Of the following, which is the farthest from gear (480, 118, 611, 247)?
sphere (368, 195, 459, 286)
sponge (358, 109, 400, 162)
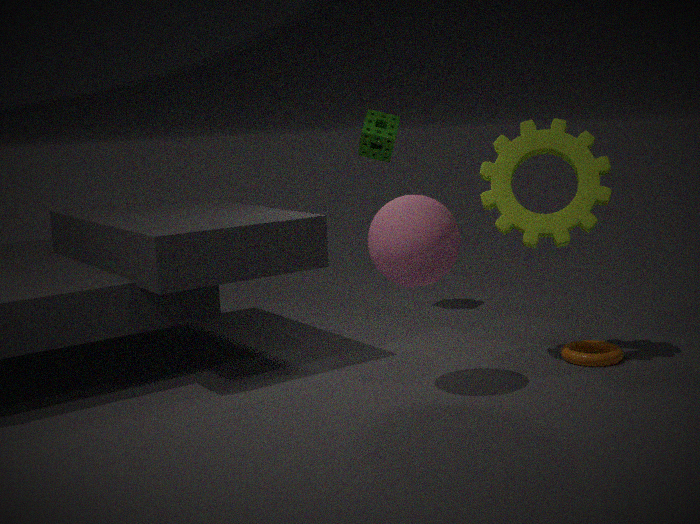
sponge (358, 109, 400, 162)
